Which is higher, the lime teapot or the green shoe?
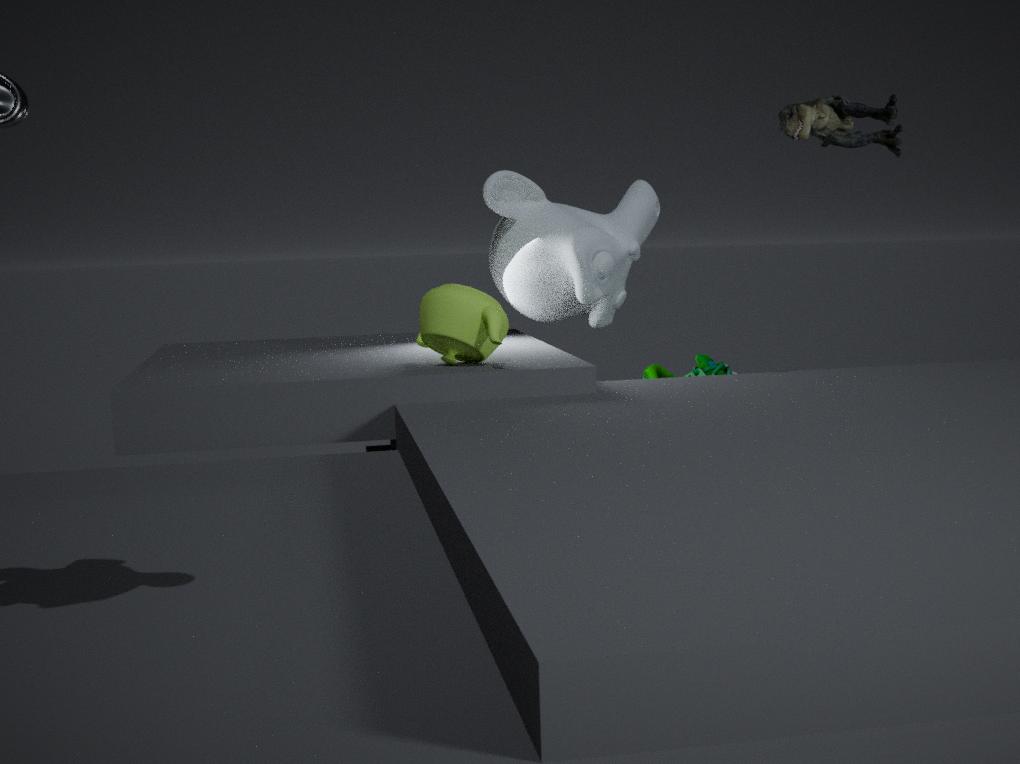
the lime teapot
